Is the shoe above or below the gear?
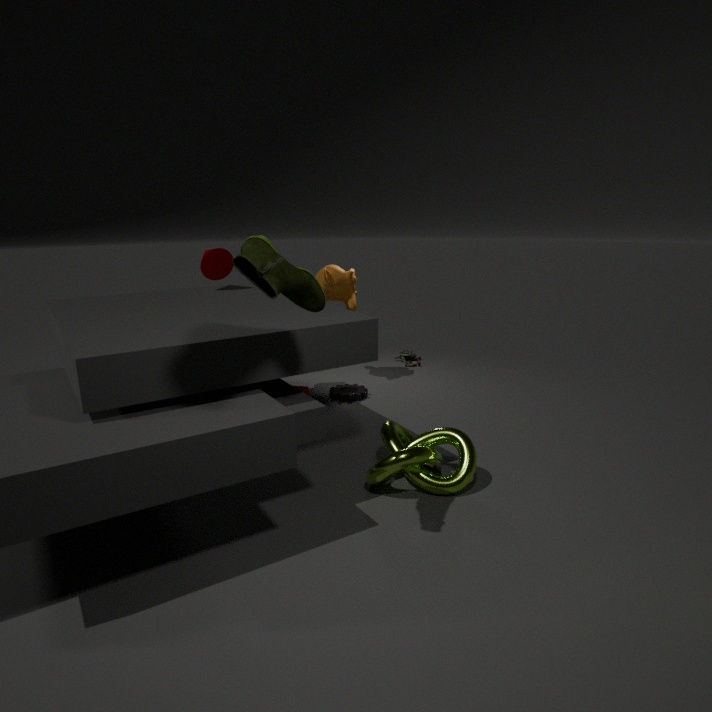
above
